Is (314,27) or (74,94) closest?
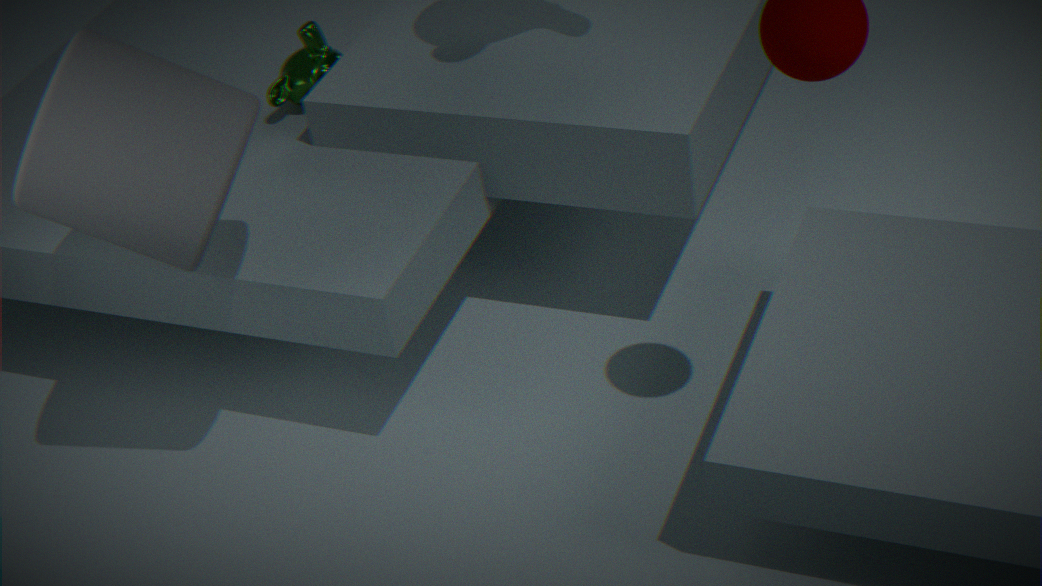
(74,94)
